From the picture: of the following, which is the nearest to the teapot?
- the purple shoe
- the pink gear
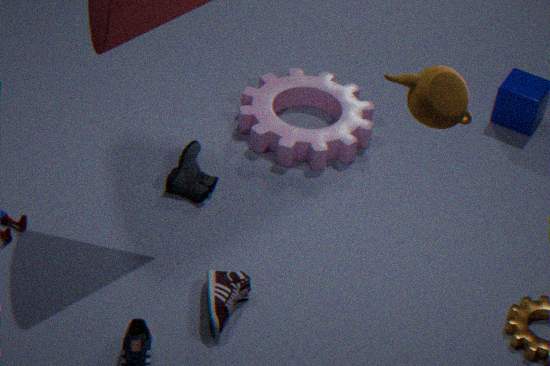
the purple shoe
